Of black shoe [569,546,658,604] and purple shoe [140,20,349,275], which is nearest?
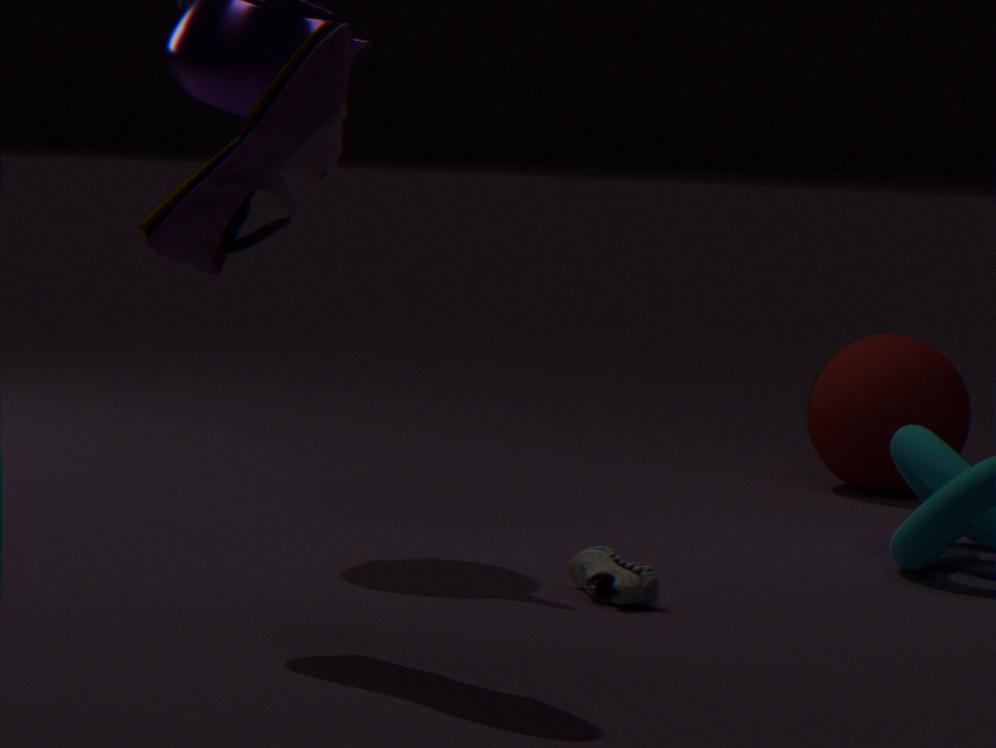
purple shoe [140,20,349,275]
